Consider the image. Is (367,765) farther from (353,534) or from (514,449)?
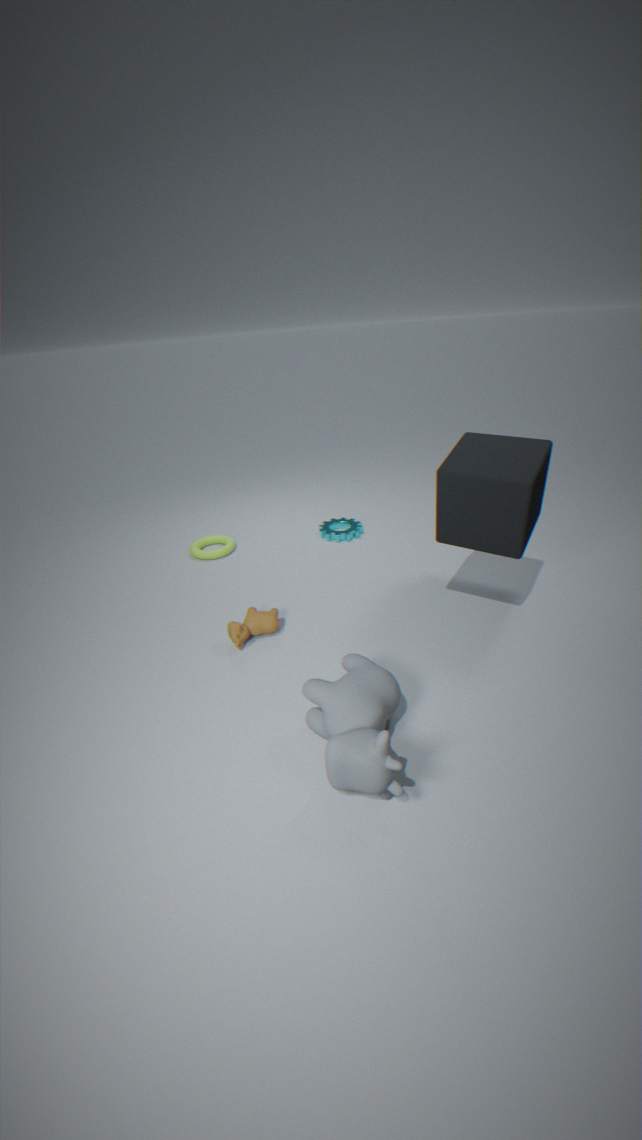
(353,534)
